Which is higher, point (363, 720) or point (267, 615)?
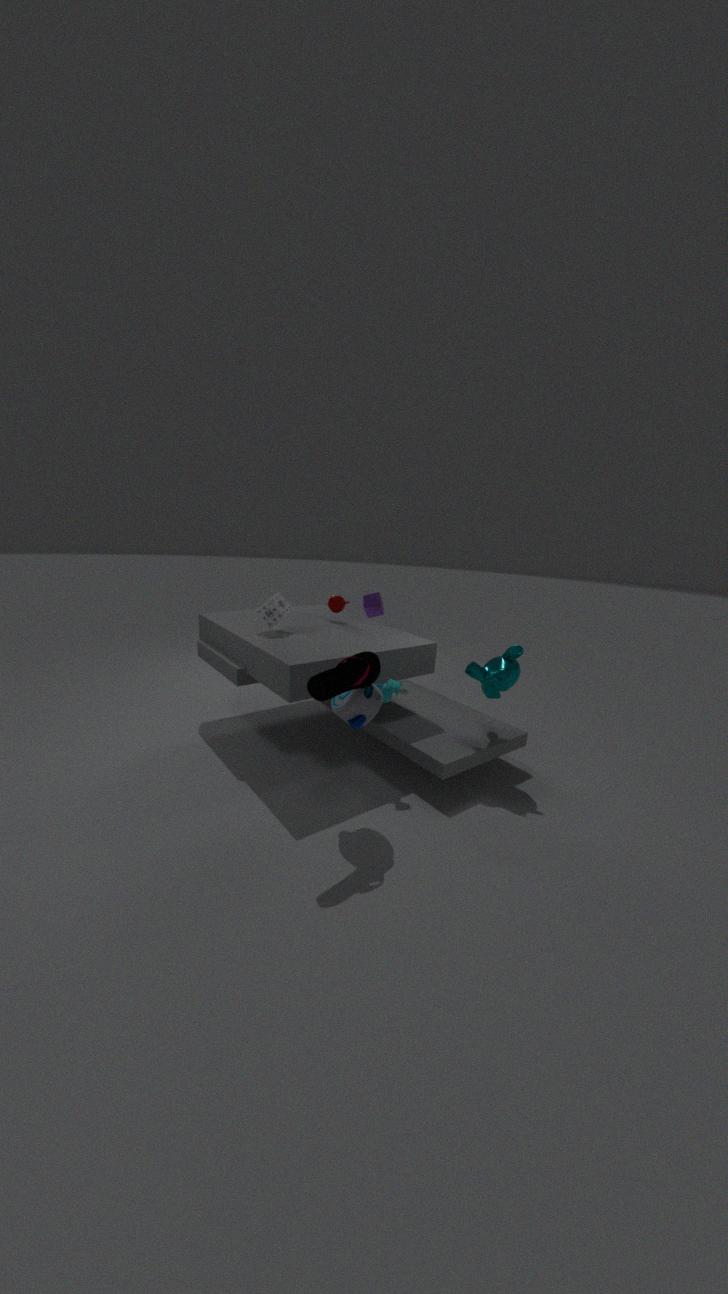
point (267, 615)
